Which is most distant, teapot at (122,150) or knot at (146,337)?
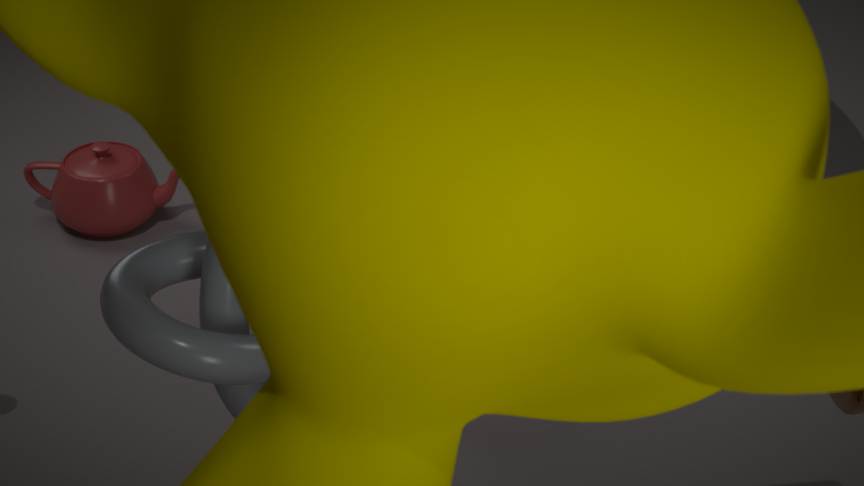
teapot at (122,150)
